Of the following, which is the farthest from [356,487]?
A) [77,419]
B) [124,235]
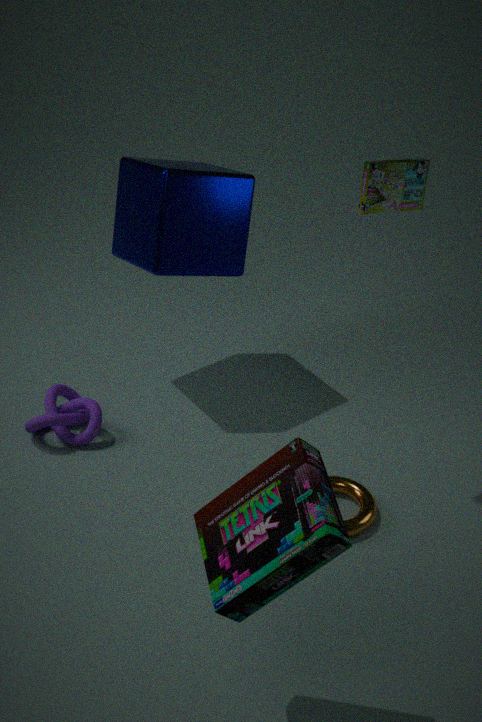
[124,235]
